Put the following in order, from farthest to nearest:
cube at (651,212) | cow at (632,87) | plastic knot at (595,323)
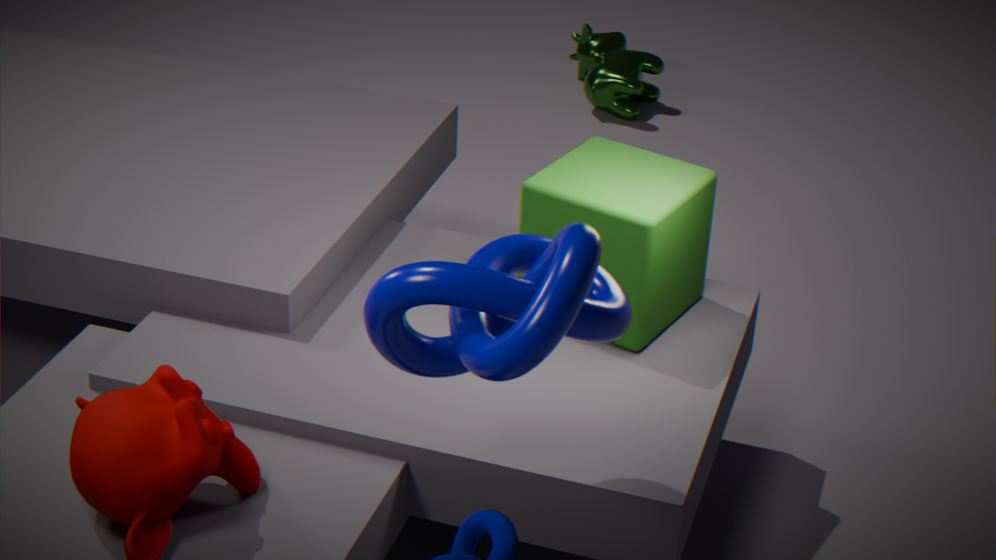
cow at (632,87), cube at (651,212), plastic knot at (595,323)
